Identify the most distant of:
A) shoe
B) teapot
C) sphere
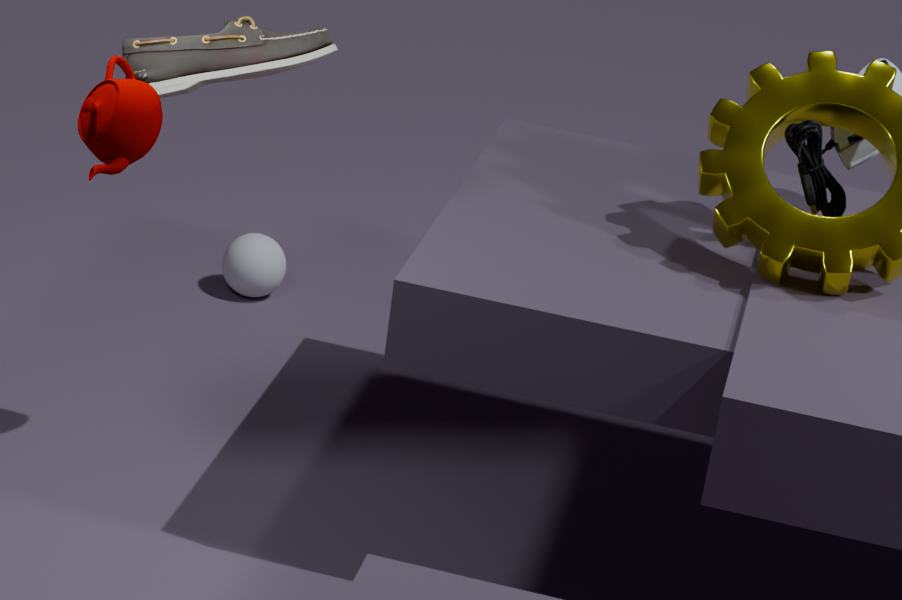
C. sphere
